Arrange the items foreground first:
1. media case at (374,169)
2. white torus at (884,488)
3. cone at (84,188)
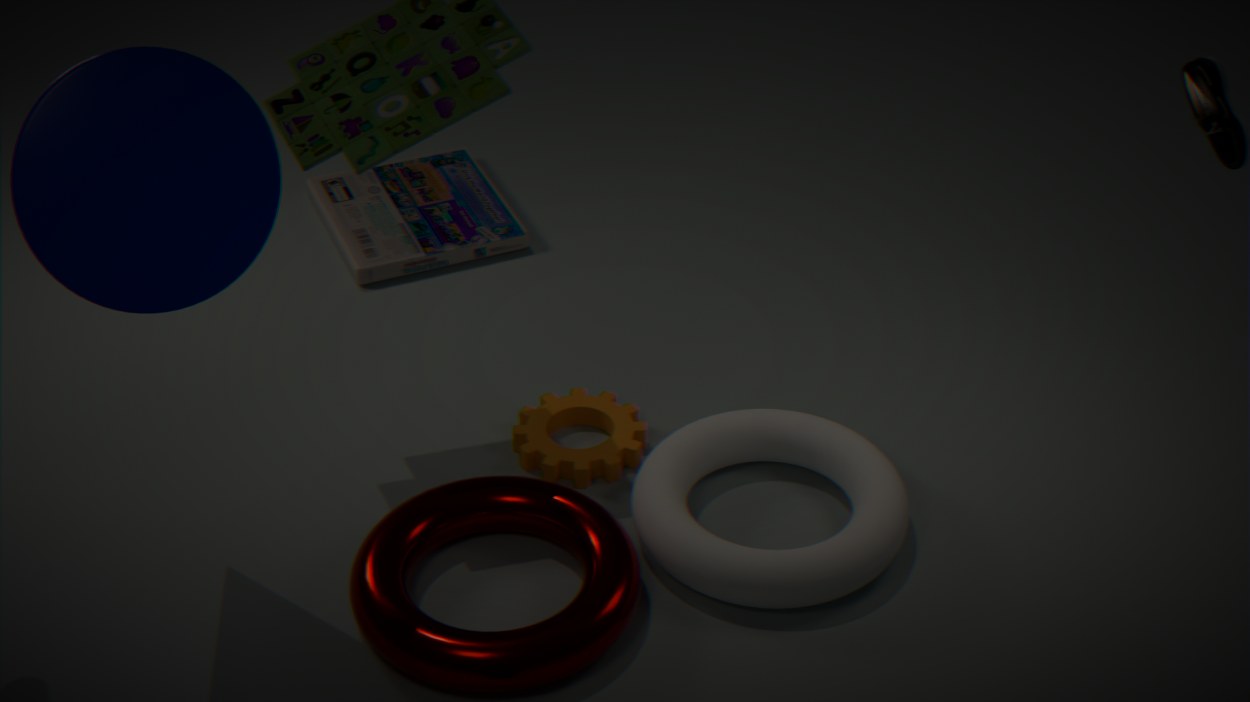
cone at (84,188) → white torus at (884,488) → media case at (374,169)
